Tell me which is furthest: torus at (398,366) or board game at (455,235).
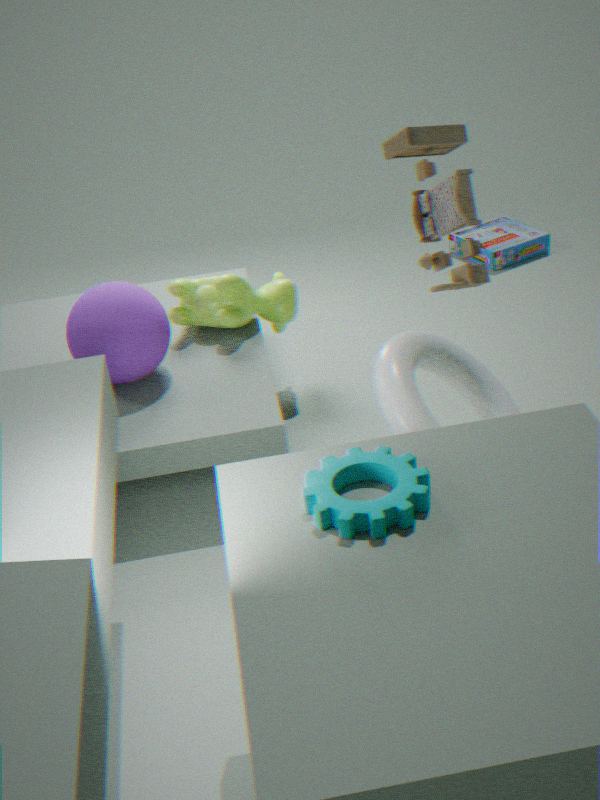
board game at (455,235)
